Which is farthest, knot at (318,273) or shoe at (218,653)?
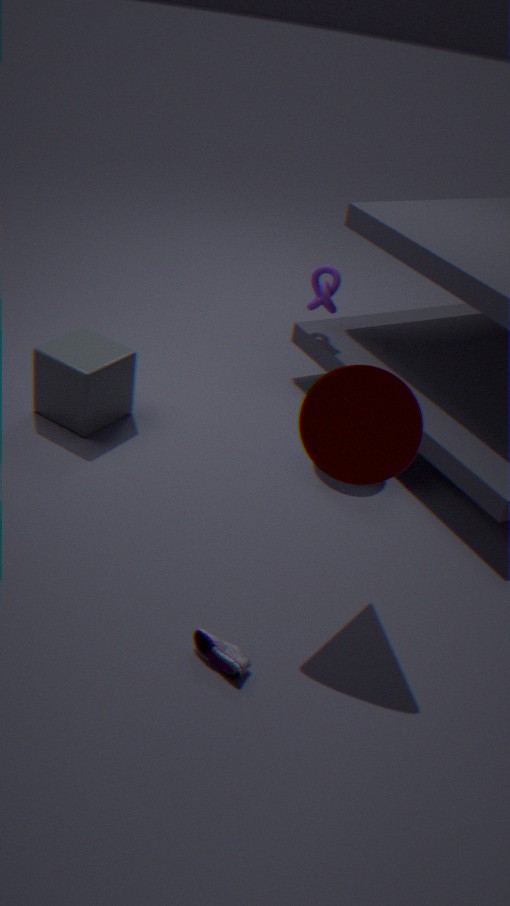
knot at (318,273)
